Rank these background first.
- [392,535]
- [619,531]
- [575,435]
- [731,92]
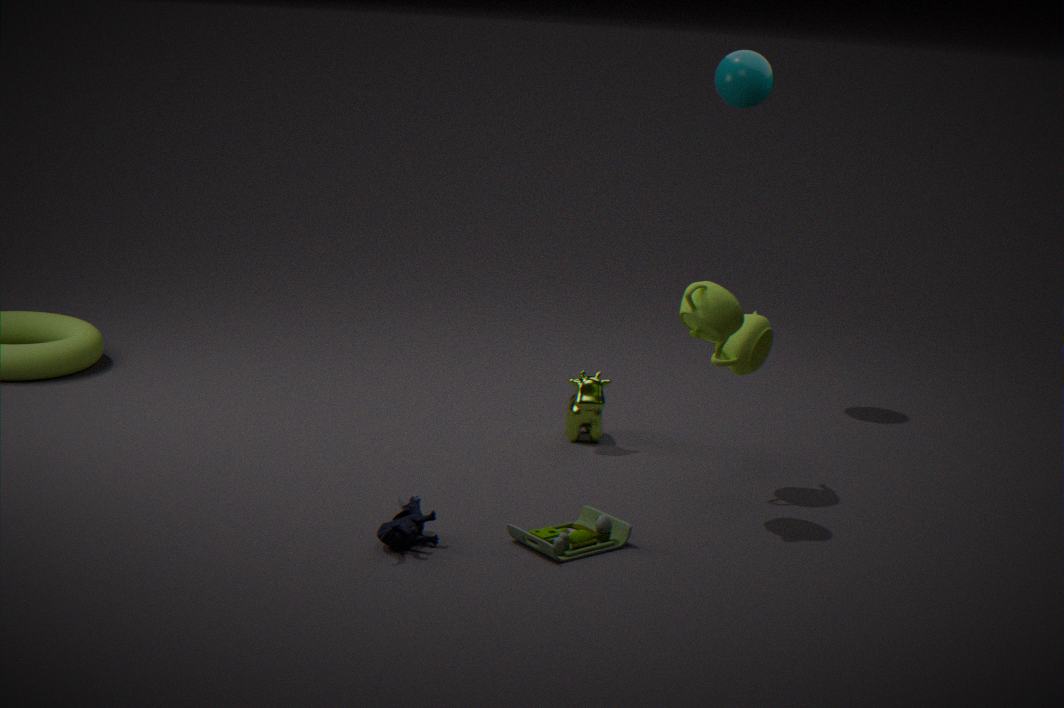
[731,92]
[575,435]
[619,531]
[392,535]
